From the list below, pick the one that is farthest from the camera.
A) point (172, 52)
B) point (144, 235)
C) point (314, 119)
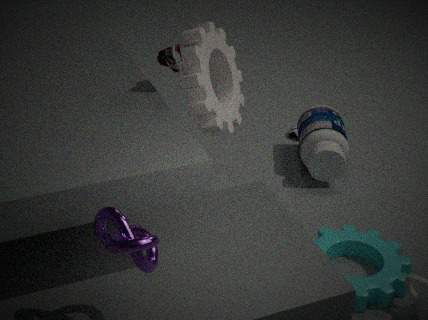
point (314, 119)
